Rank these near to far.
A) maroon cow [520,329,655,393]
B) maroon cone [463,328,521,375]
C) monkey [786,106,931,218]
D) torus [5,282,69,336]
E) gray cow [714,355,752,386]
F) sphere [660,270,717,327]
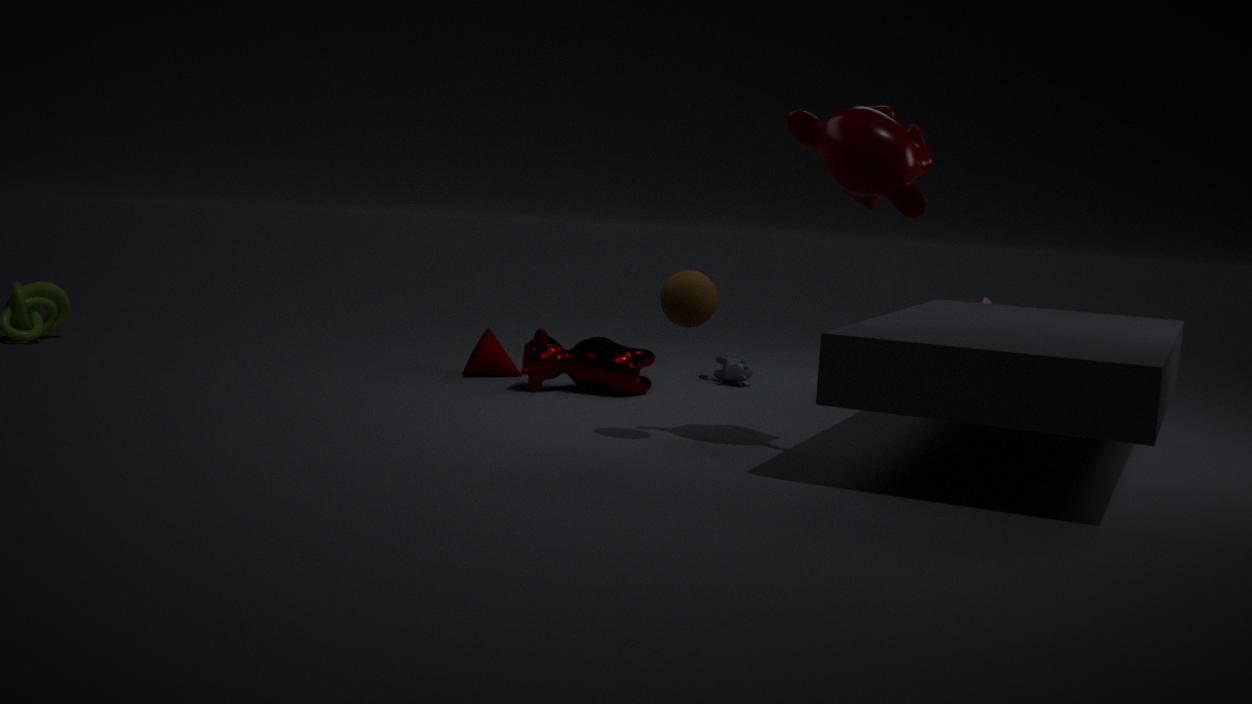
monkey [786,106,931,218], sphere [660,270,717,327], maroon cow [520,329,655,393], maroon cone [463,328,521,375], gray cow [714,355,752,386], torus [5,282,69,336]
